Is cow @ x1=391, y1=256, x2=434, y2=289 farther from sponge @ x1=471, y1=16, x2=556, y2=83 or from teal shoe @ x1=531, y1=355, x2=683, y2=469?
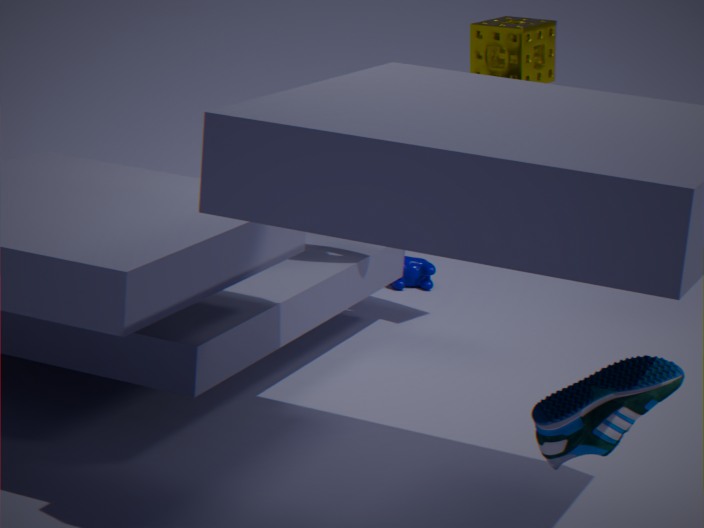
teal shoe @ x1=531, y1=355, x2=683, y2=469
